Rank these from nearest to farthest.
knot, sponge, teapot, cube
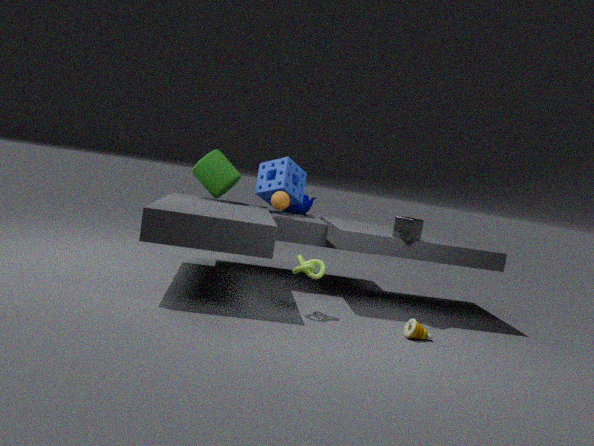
1. knot
2. cube
3. sponge
4. teapot
